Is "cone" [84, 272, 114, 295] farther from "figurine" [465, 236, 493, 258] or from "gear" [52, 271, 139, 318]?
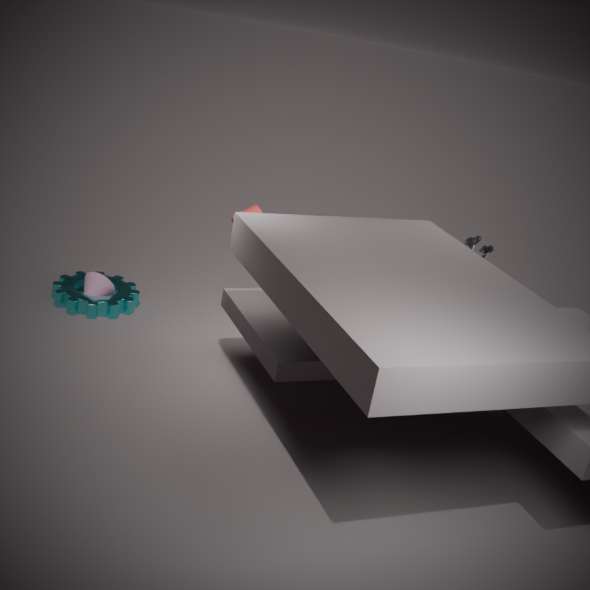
"figurine" [465, 236, 493, 258]
